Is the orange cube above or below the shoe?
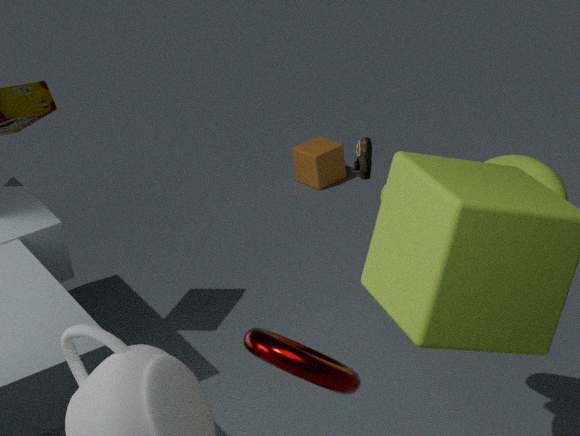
below
